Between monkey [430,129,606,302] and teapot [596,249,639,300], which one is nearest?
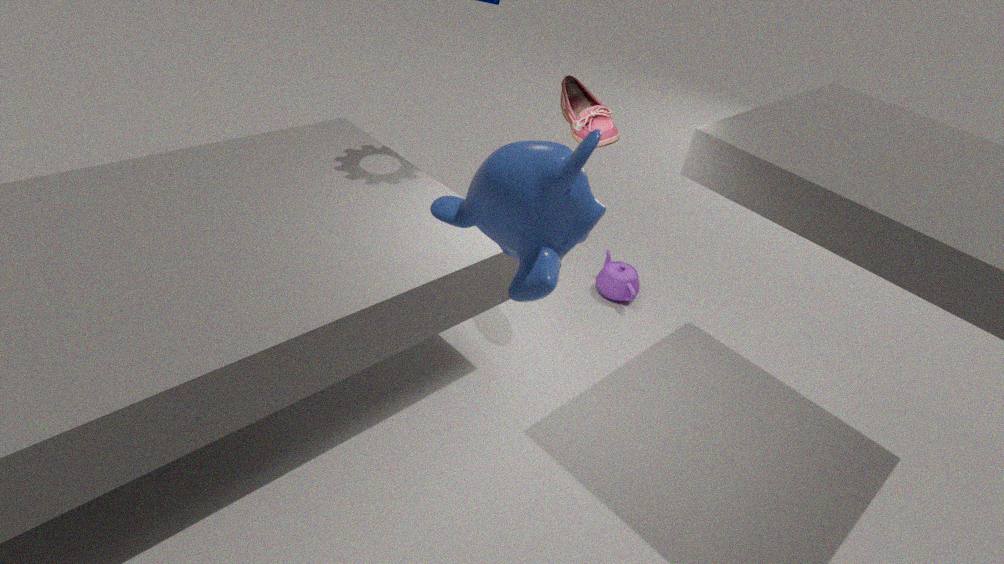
monkey [430,129,606,302]
